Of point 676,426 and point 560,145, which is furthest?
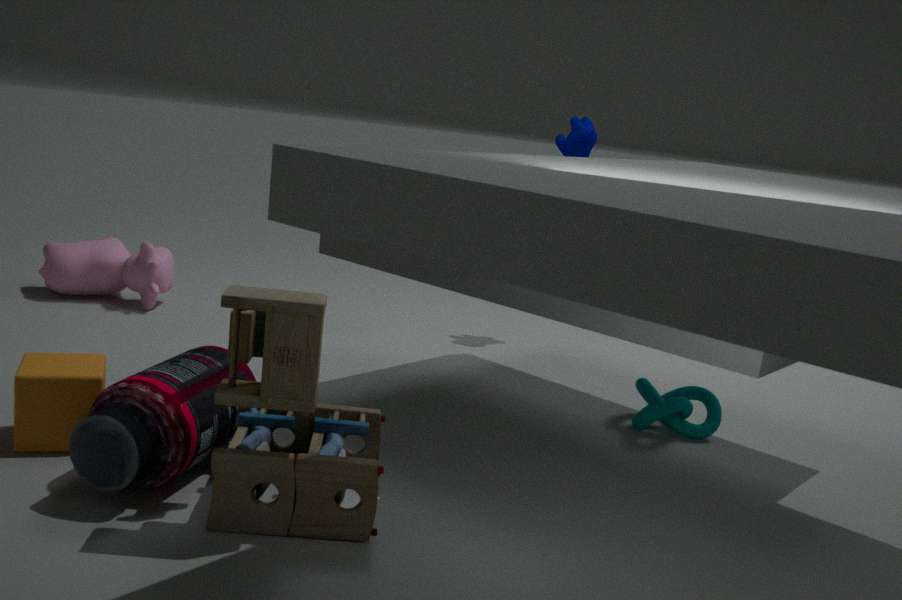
point 560,145
